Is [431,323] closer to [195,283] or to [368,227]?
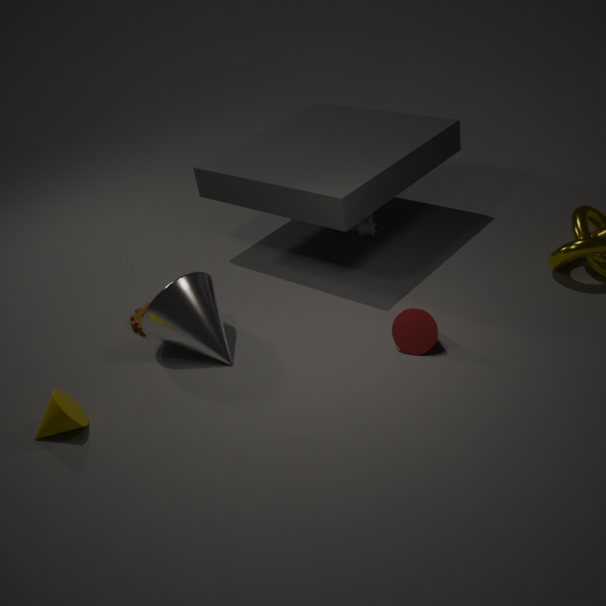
[195,283]
